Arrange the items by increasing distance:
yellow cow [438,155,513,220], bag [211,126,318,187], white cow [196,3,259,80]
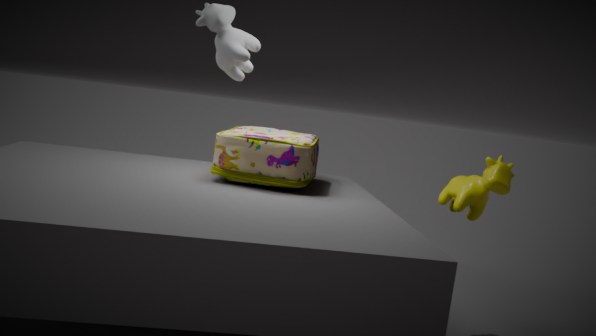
yellow cow [438,155,513,220] < white cow [196,3,259,80] < bag [211,126,318,187]
